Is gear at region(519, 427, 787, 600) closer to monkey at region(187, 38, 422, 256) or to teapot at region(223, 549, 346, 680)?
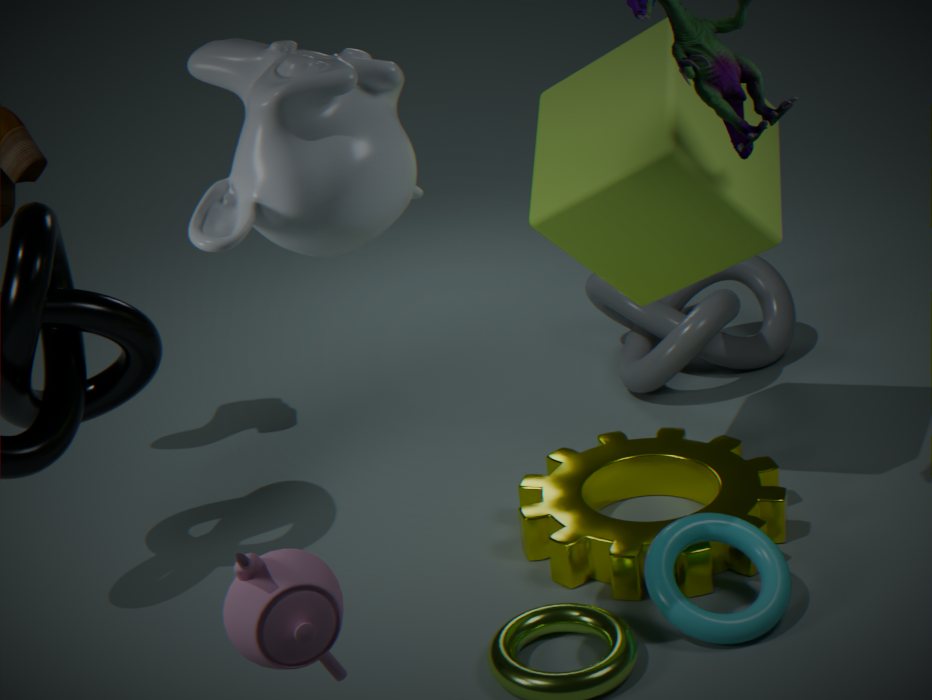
monkey at region(187, 38, 422, 256)
